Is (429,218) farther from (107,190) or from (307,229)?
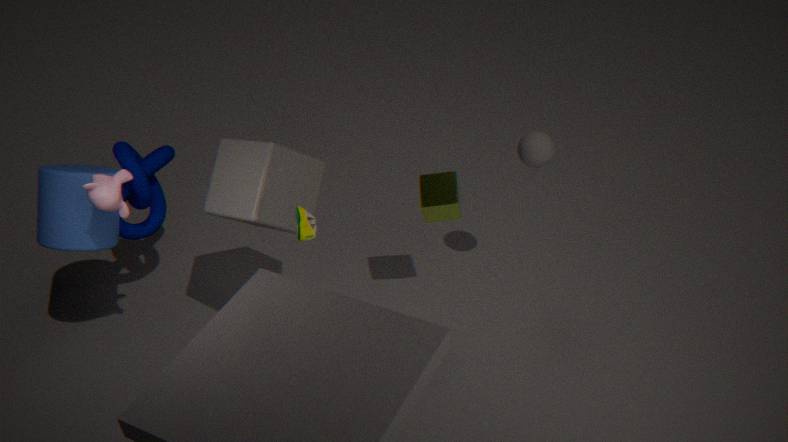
(107,190)
